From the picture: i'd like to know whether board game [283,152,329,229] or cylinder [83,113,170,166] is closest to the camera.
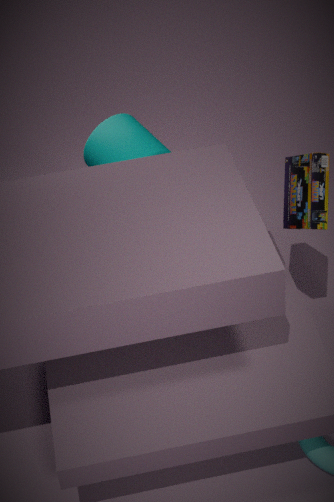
board game [283,152,329,229]
